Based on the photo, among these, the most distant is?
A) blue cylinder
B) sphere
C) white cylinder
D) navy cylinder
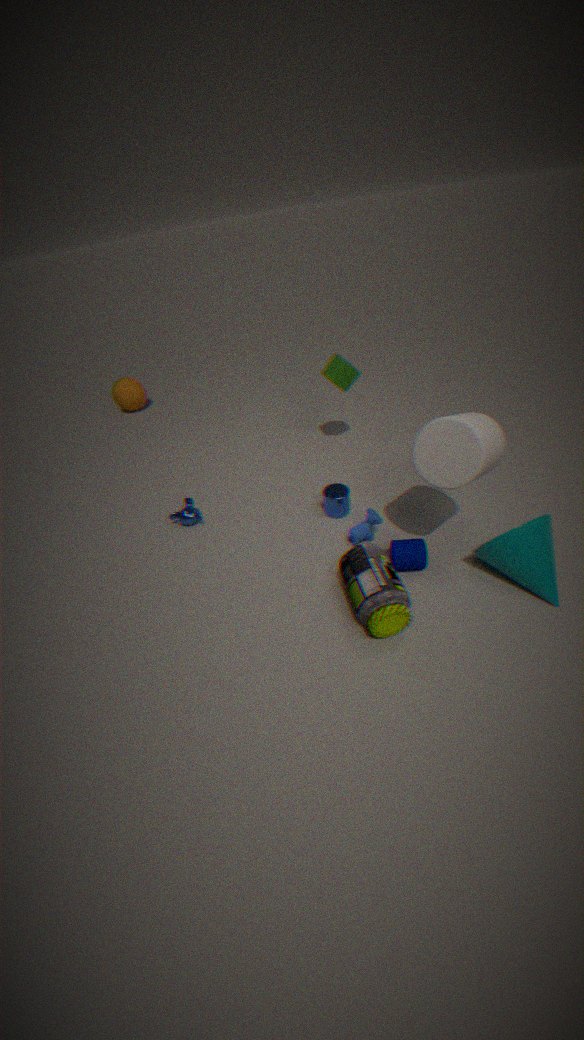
sphere
